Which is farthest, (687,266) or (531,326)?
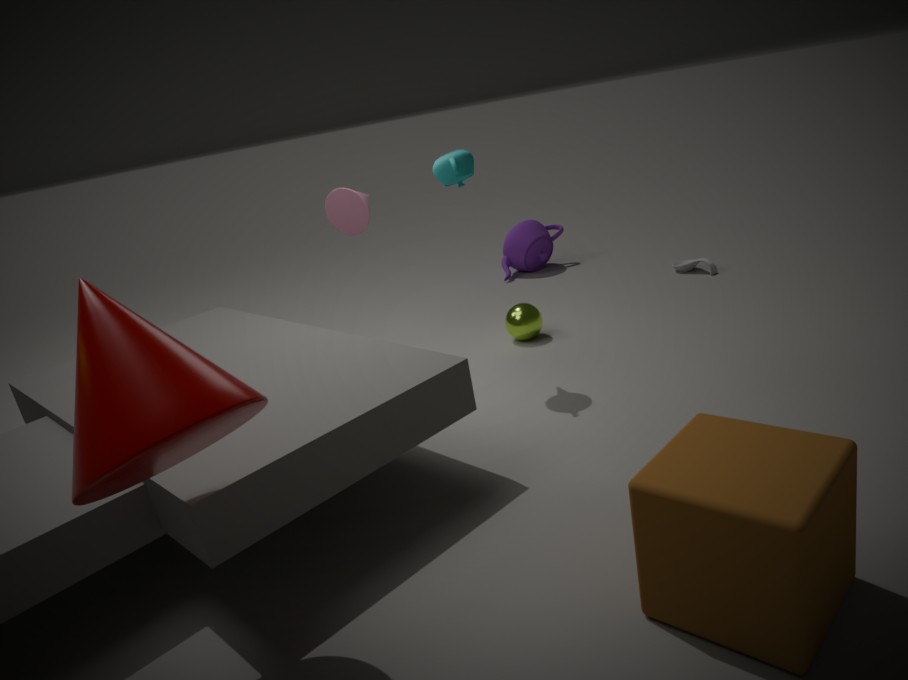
(687,266)
